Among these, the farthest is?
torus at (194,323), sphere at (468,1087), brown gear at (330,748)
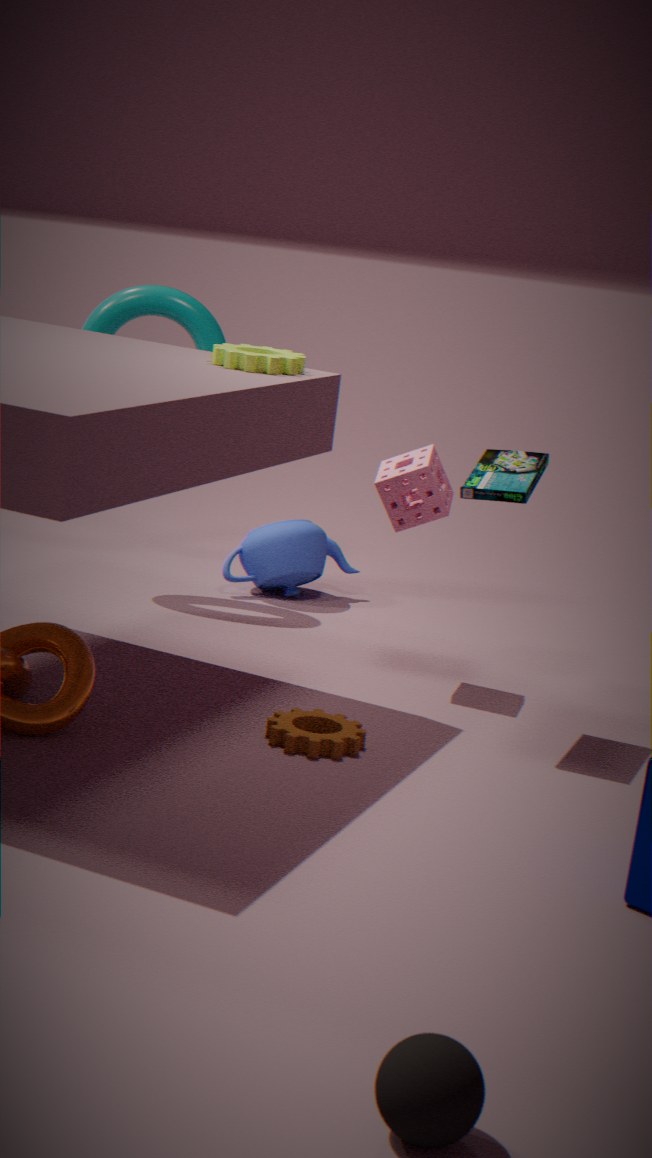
torus at (194,323)
